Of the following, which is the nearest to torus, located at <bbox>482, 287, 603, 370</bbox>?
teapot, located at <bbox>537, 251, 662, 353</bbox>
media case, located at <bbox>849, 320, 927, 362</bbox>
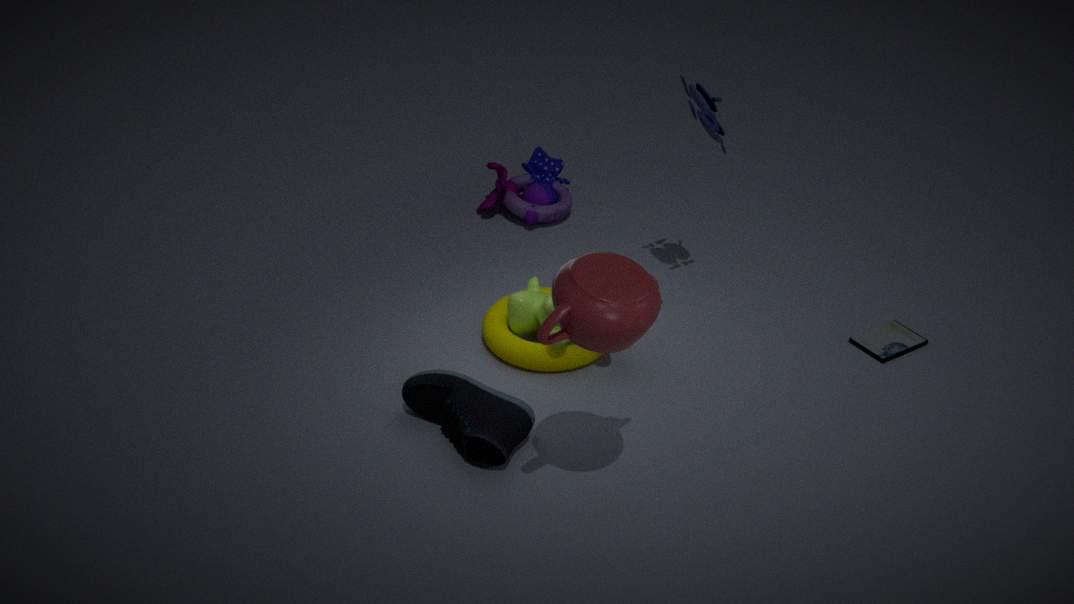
teapot, located at <bbox>537, 251, 662, 353</bbox>
